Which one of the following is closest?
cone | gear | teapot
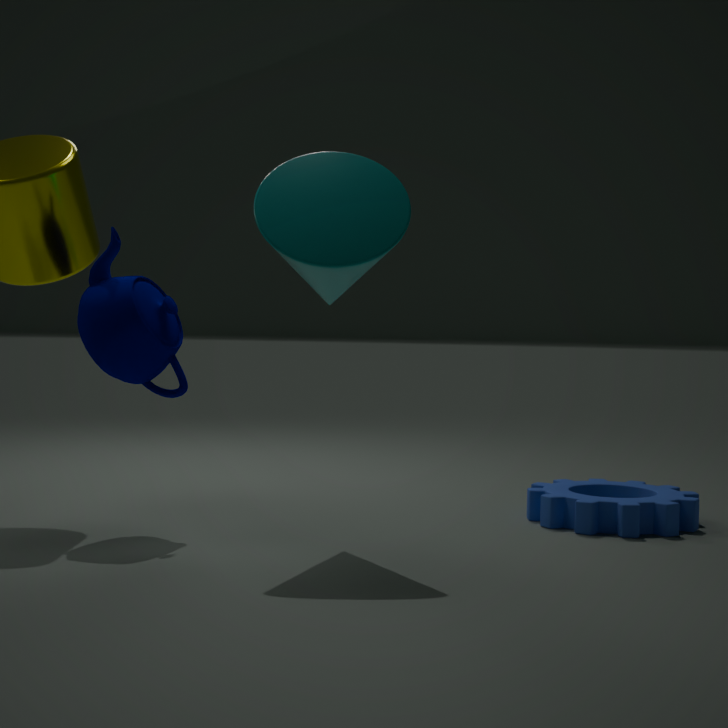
cone
